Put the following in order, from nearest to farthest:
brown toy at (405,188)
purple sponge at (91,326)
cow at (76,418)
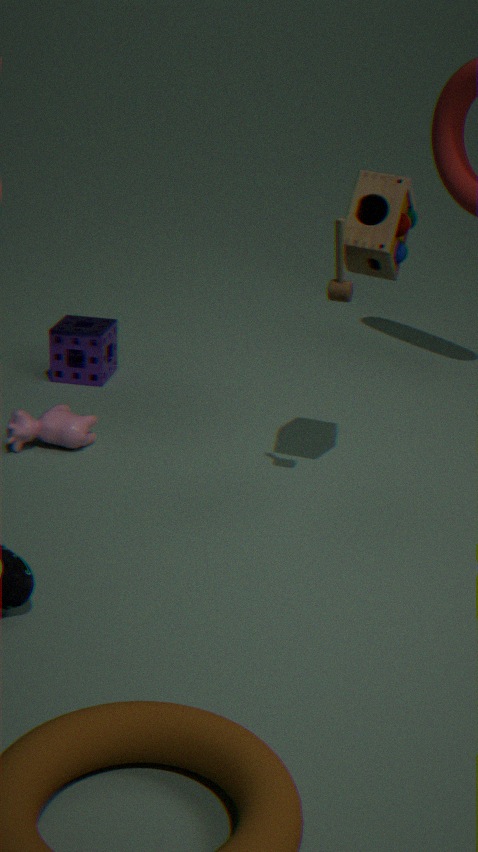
brown toy at (405,188)
cow at (76,418)
purple sponge at (91,326)
